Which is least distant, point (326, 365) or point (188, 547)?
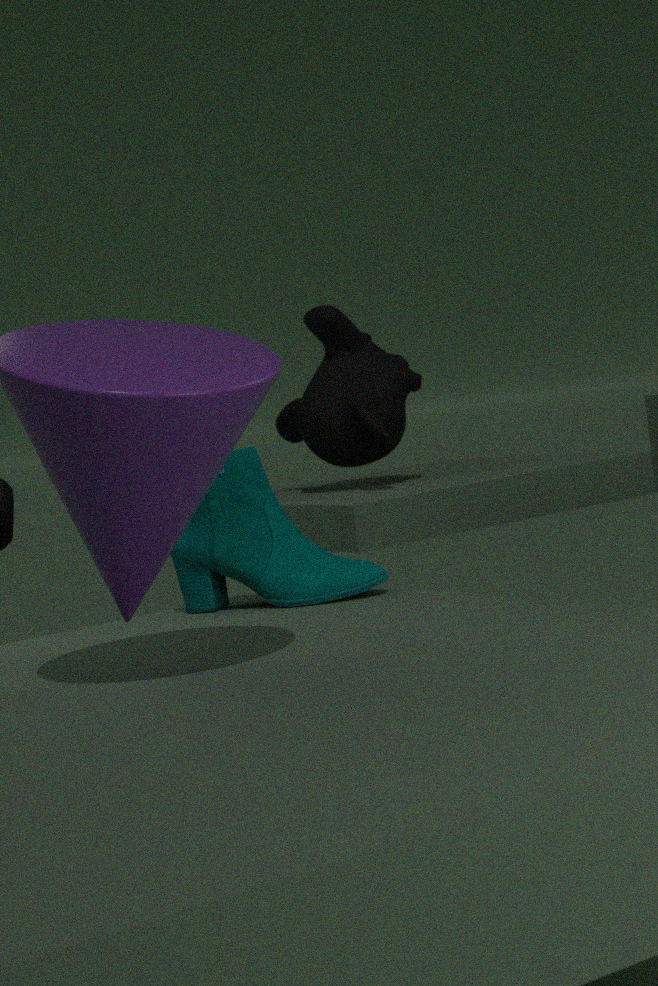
point (188, 547)
